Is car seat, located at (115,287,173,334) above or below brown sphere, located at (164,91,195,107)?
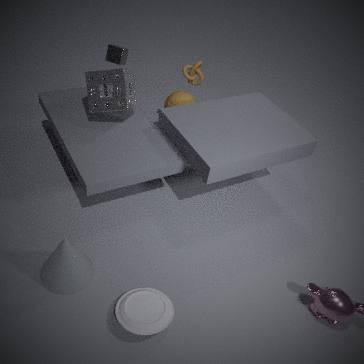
below
